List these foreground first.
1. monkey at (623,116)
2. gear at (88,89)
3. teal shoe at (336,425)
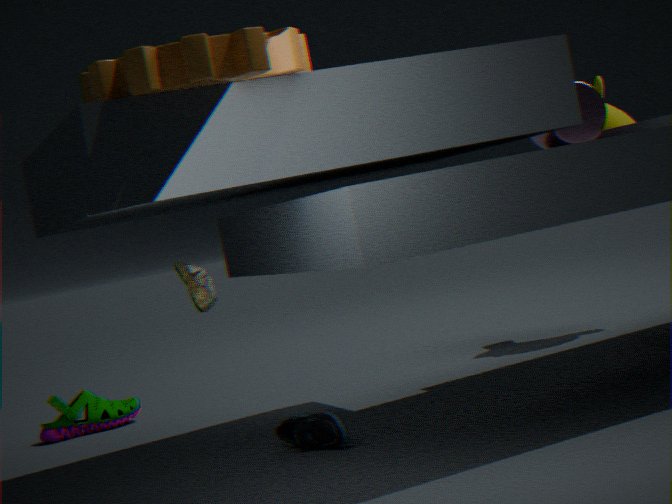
gear at (88,89), teal shoe at (336,425), monkey at (623,116)
